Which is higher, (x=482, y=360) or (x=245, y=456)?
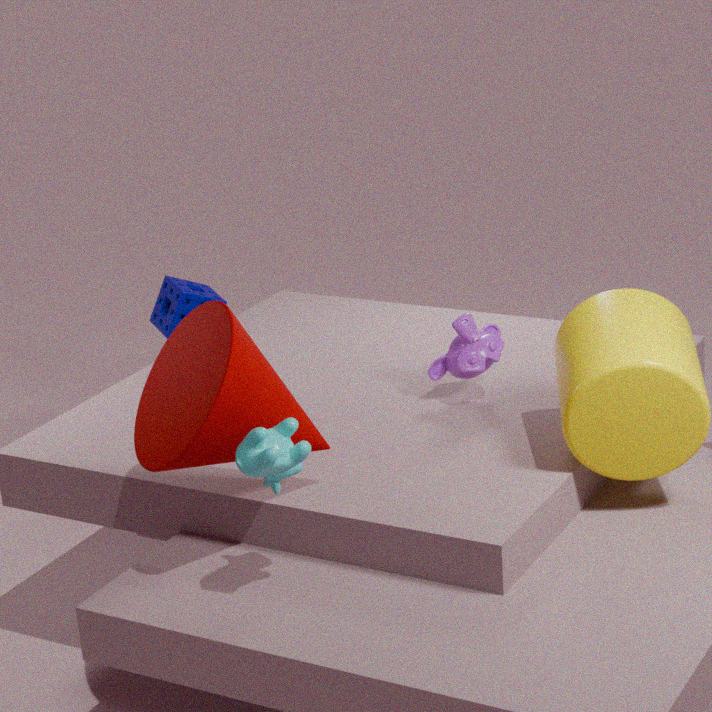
(x=245, y=456)
